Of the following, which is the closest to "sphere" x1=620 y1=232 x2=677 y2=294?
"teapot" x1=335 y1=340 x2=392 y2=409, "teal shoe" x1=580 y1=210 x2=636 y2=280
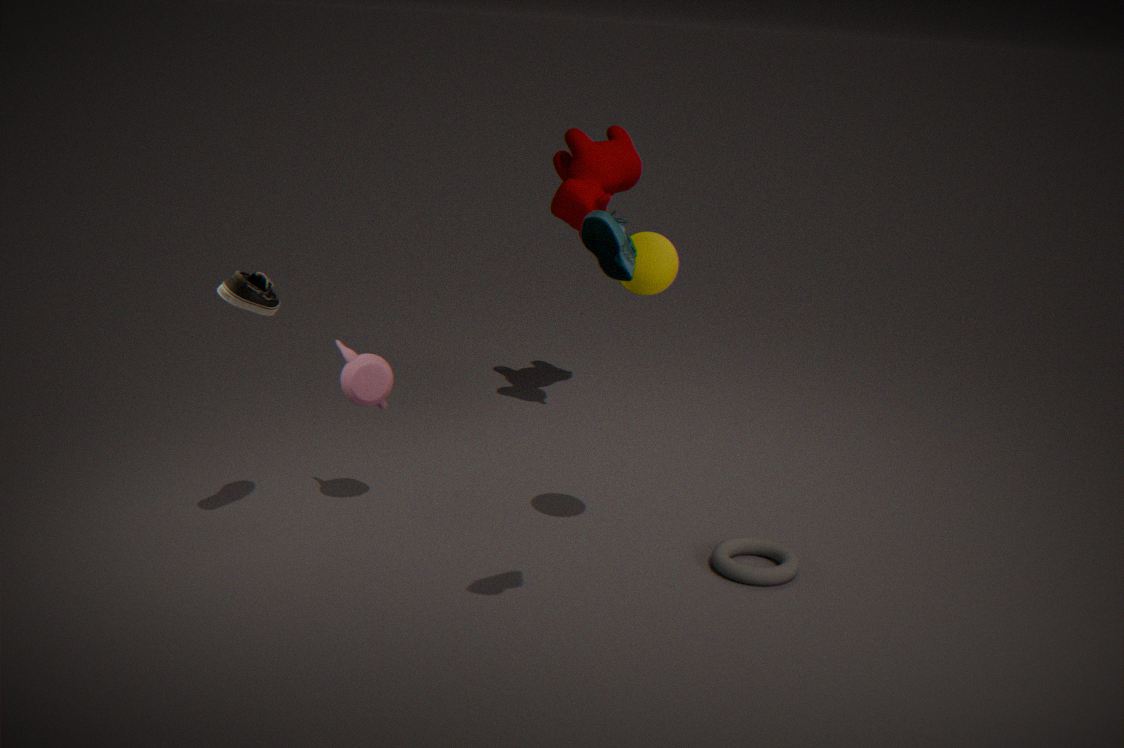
"teal shoe" x1=580 y1=210 x2=636 y2=280
